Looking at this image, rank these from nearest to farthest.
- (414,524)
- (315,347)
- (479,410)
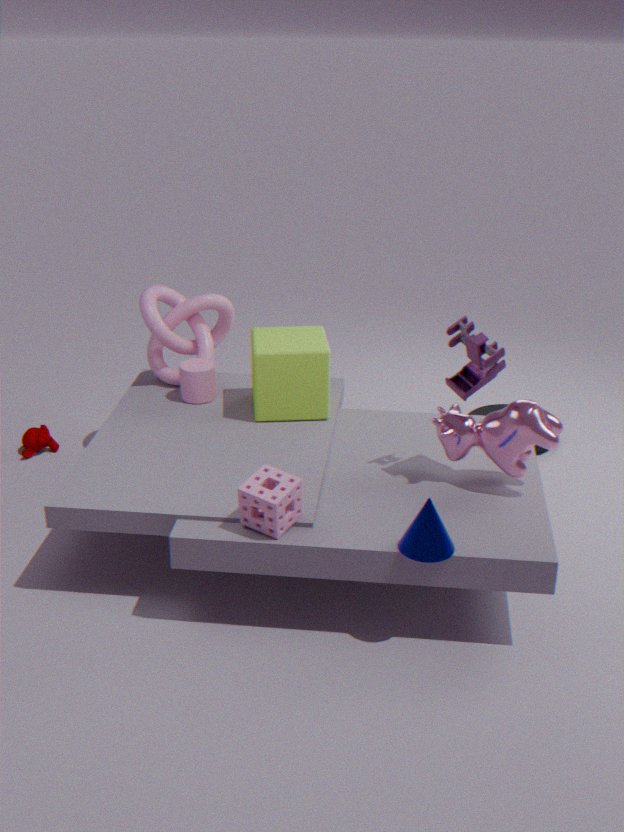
(414,524) → (315,347) → (479,410)
